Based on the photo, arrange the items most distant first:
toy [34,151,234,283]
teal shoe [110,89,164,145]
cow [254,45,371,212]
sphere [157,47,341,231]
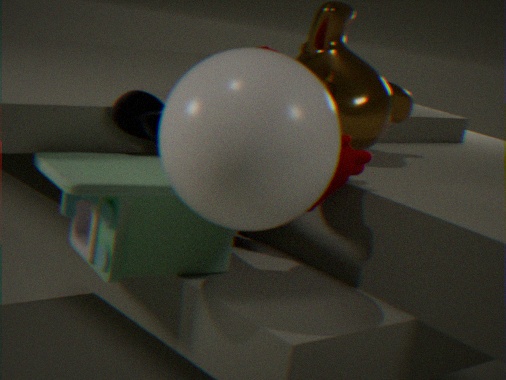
1. teal shoe [110,89,164,145]
2. cow [254,45,371,212]
3. toy [34,151,234,283]
4. sphere [157,47,341,231]
